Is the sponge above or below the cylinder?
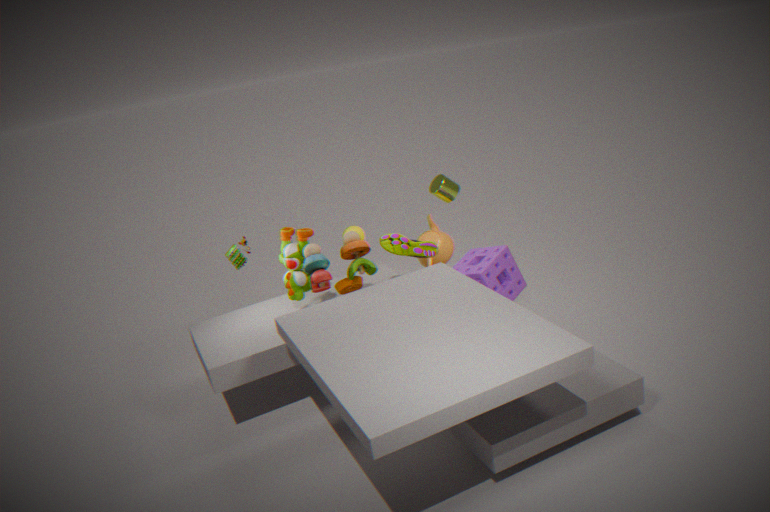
below
